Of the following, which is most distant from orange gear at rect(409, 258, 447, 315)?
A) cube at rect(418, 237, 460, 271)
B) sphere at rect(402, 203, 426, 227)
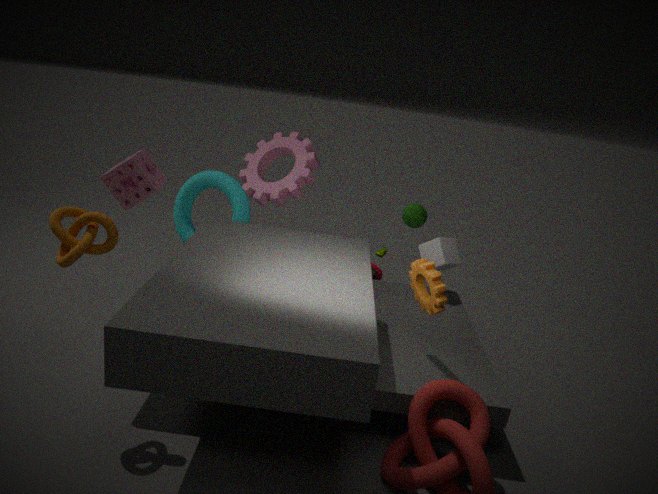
sphere at rect(402, 203, 426, 227)
